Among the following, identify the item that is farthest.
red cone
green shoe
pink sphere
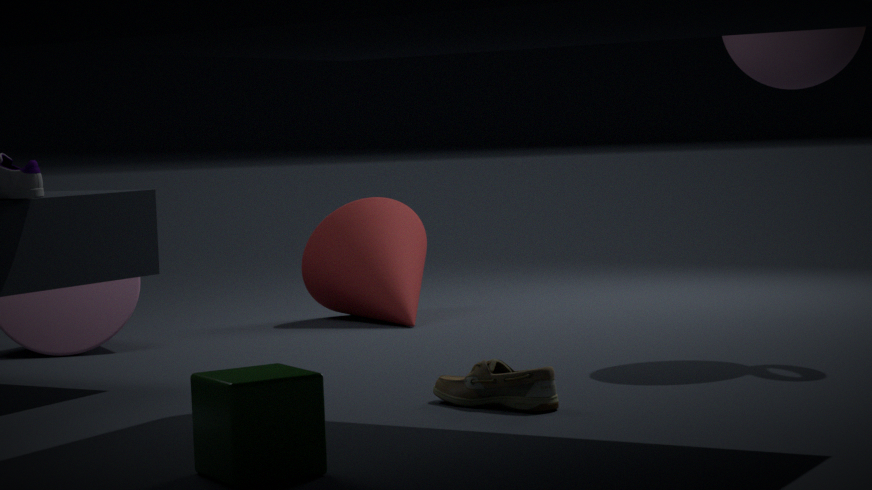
red cone
